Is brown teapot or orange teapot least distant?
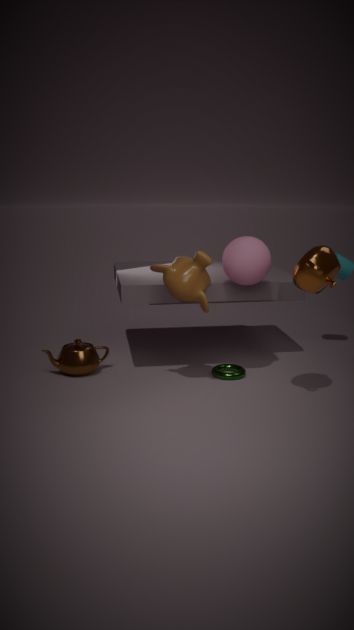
orange teapot
